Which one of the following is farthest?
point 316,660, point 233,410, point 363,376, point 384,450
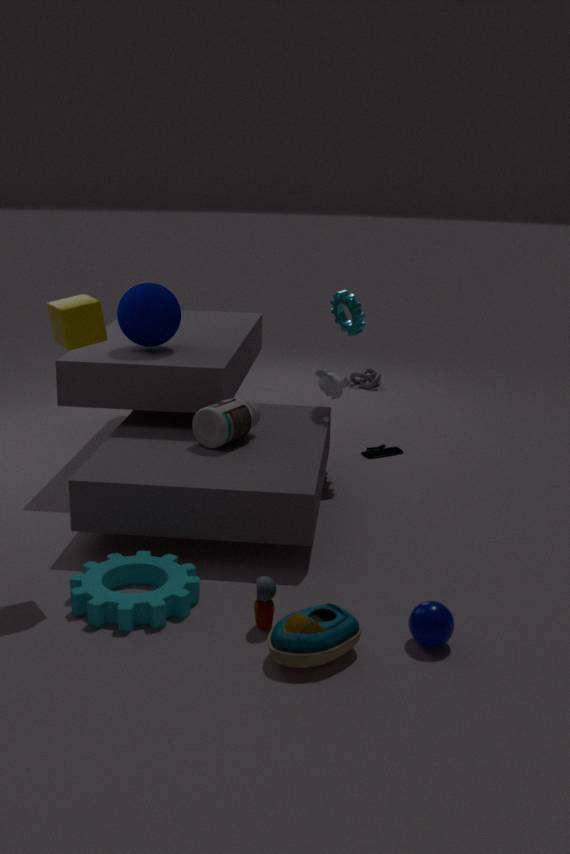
point 363,376
